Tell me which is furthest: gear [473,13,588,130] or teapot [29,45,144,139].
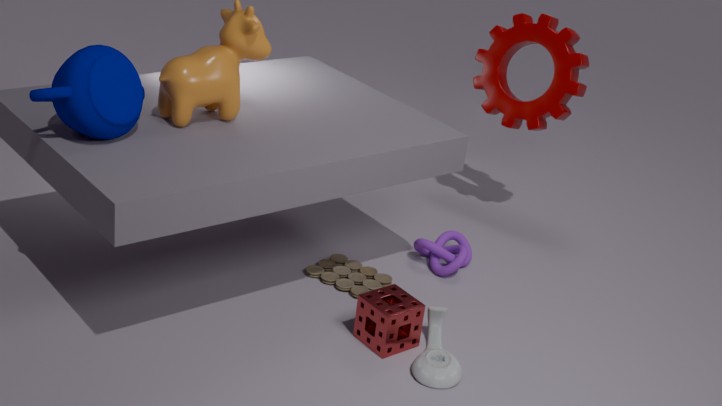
gear [473,13,588,130]
